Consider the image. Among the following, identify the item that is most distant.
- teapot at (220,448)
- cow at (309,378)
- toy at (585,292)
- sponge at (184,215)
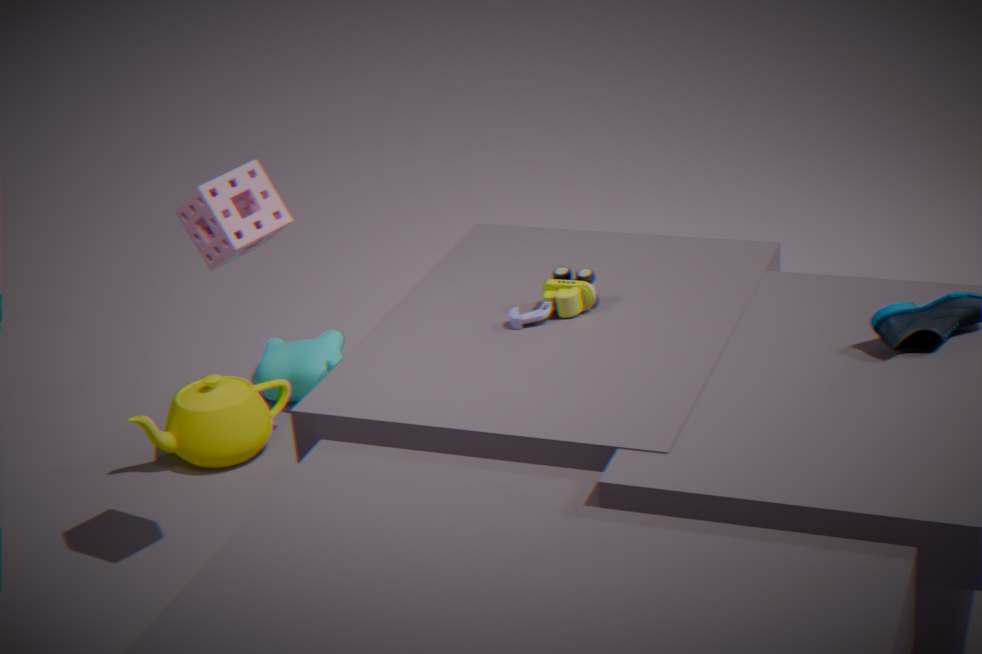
cow at (309,378)
